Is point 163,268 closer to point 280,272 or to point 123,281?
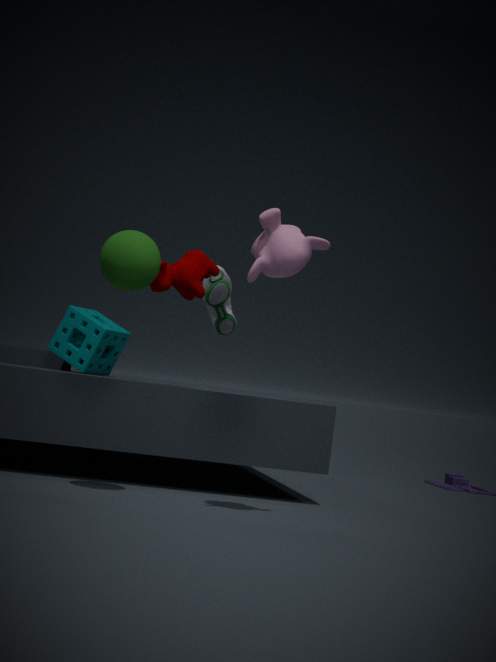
point 123,281
